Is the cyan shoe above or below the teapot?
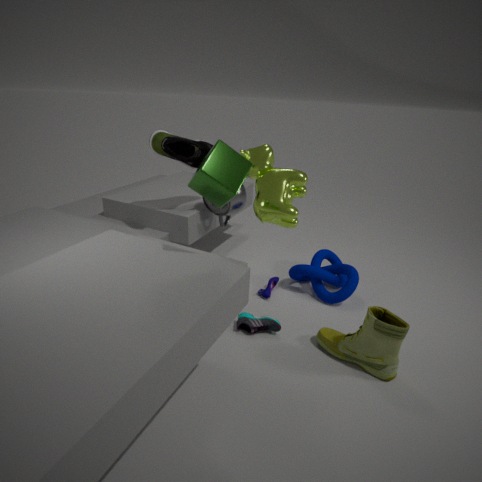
below
